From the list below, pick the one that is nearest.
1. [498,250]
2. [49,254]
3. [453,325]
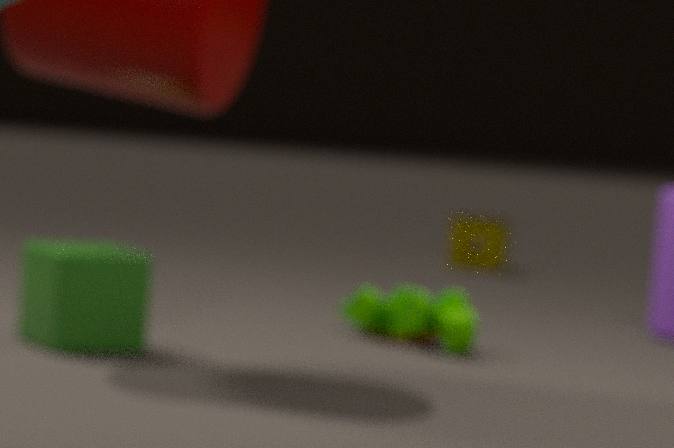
[49,254]
